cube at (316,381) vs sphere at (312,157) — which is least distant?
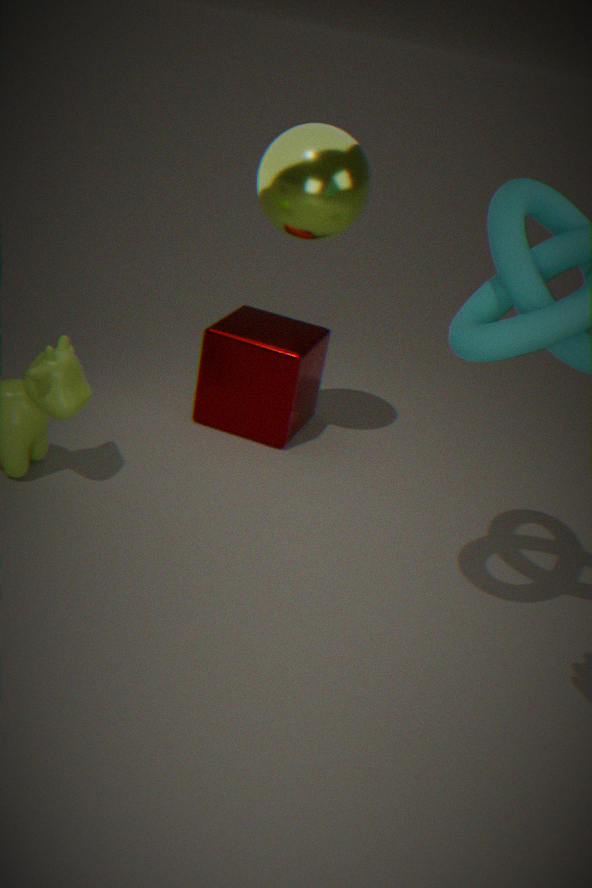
sphere at (312,157)
